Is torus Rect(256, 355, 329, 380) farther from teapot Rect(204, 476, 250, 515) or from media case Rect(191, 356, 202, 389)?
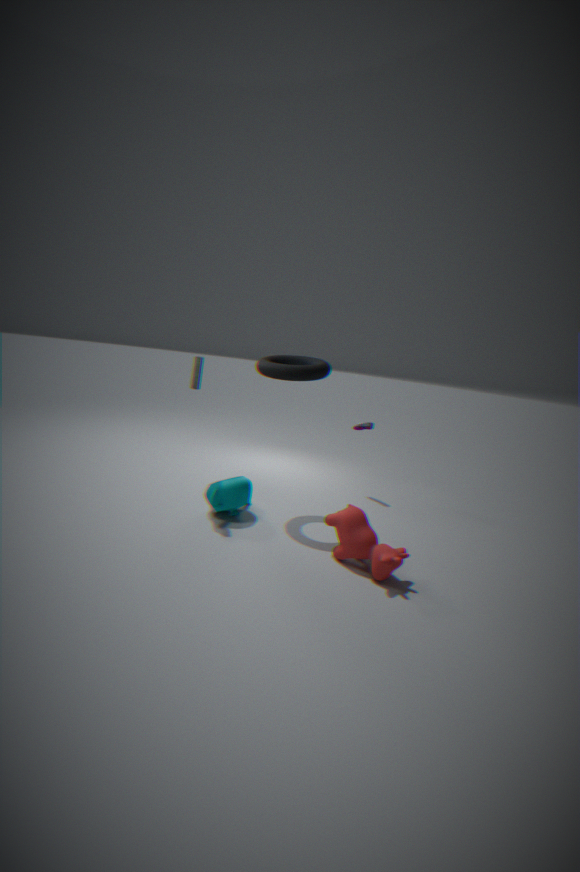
teapot Rect(204, 476, 250, 515)
